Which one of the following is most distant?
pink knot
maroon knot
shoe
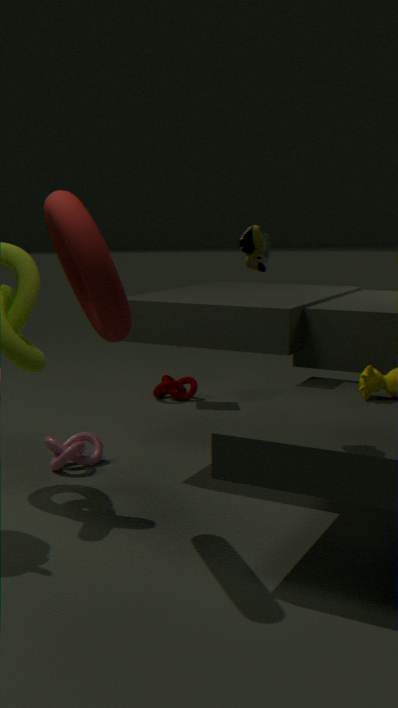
maroon knot
